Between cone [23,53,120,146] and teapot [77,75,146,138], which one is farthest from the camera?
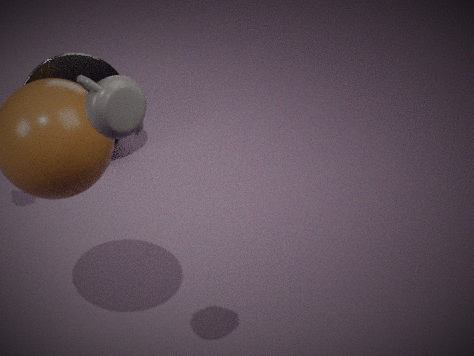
cone [23,53,120,146]
